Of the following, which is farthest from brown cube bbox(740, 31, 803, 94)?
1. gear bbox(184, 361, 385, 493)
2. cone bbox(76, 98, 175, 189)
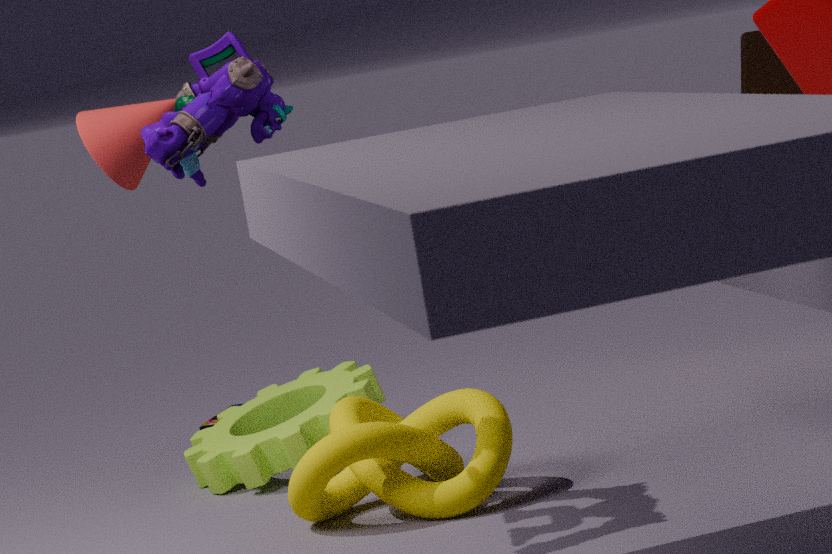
cone bbox(76, 98, 175, 189)
